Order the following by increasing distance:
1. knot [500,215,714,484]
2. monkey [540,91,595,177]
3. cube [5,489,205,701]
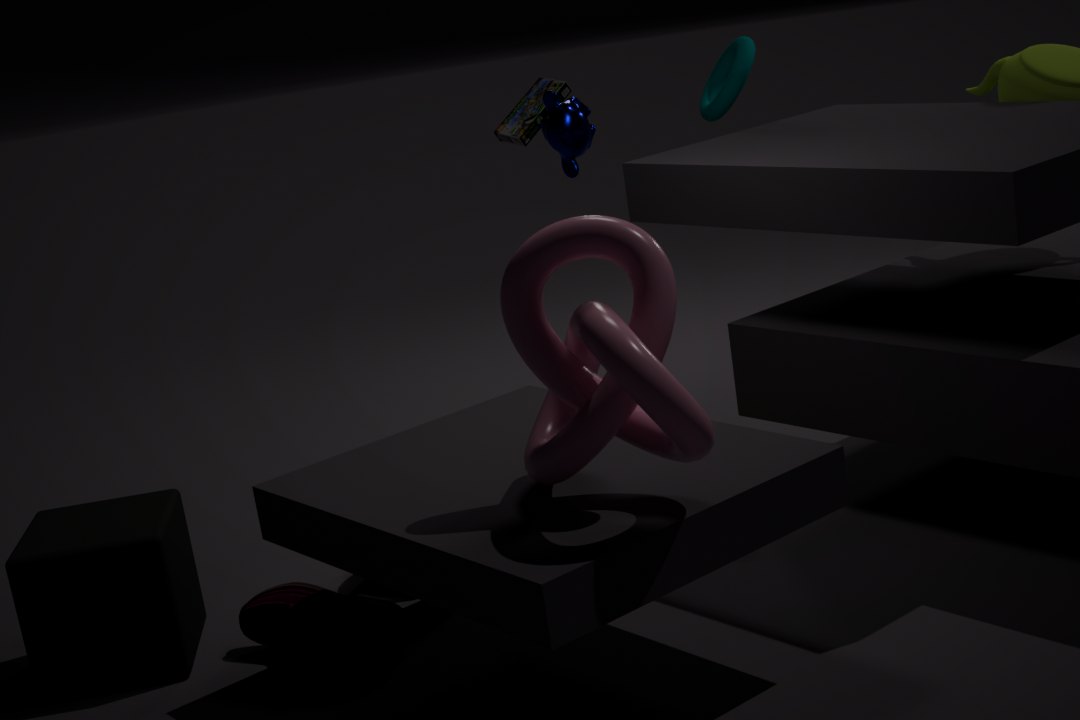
1. knot [500,215,714,484]
2. cube [5,489,205,701]
3. monkey [540,91,595,177]
